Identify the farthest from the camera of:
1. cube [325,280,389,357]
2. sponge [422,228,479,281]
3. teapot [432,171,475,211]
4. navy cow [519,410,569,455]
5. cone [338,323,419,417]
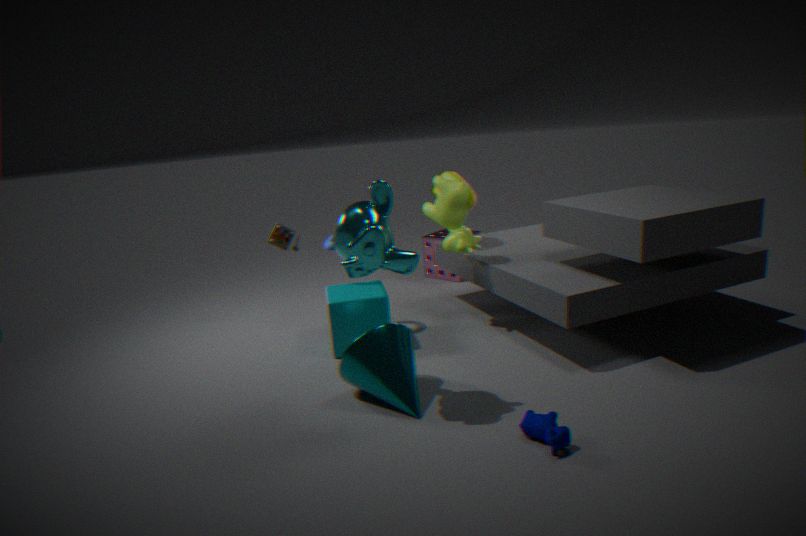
sponge [422,228,479,281]
